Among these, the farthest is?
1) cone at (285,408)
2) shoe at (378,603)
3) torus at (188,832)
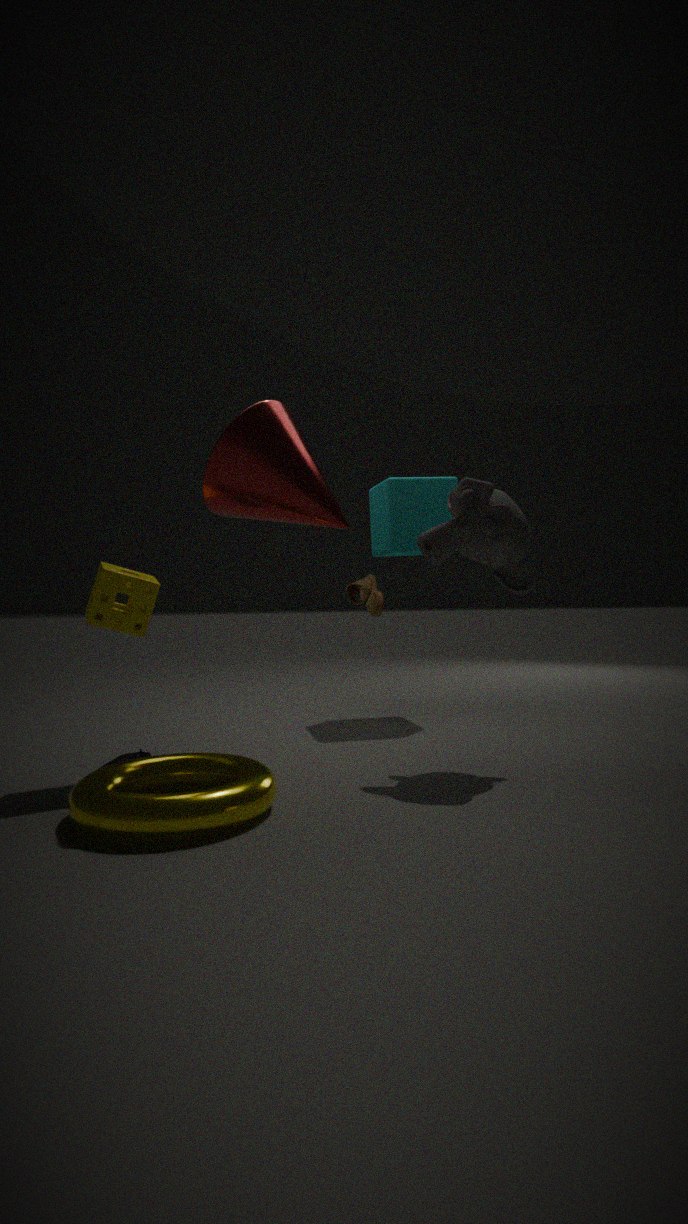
2. shoe at (378,603)
